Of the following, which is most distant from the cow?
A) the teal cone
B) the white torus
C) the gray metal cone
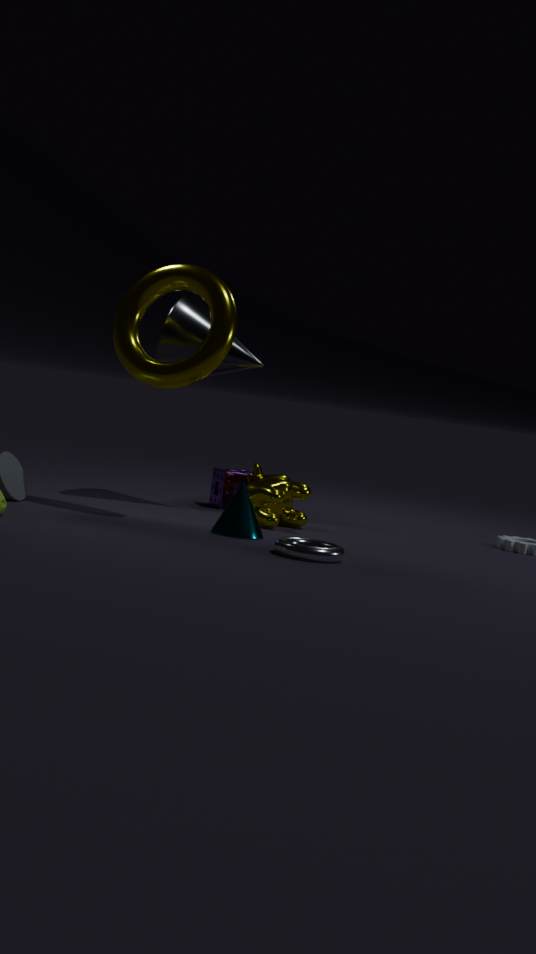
the white torus
